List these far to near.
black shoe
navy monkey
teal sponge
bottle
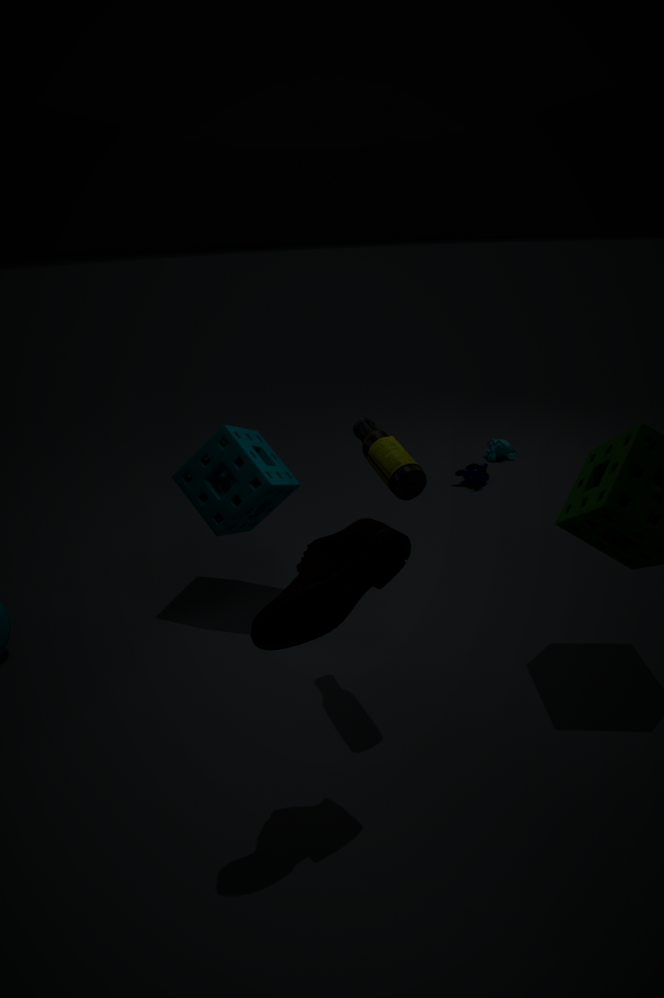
navy monkey, teal sponge, bottle, black shoe
